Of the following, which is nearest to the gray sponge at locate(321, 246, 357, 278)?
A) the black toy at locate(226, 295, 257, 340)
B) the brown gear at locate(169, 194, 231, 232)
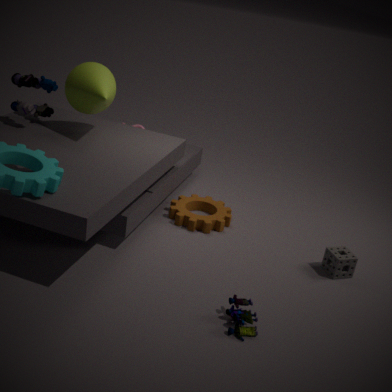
the brown gear at locate(169, 194, 231, 232)
